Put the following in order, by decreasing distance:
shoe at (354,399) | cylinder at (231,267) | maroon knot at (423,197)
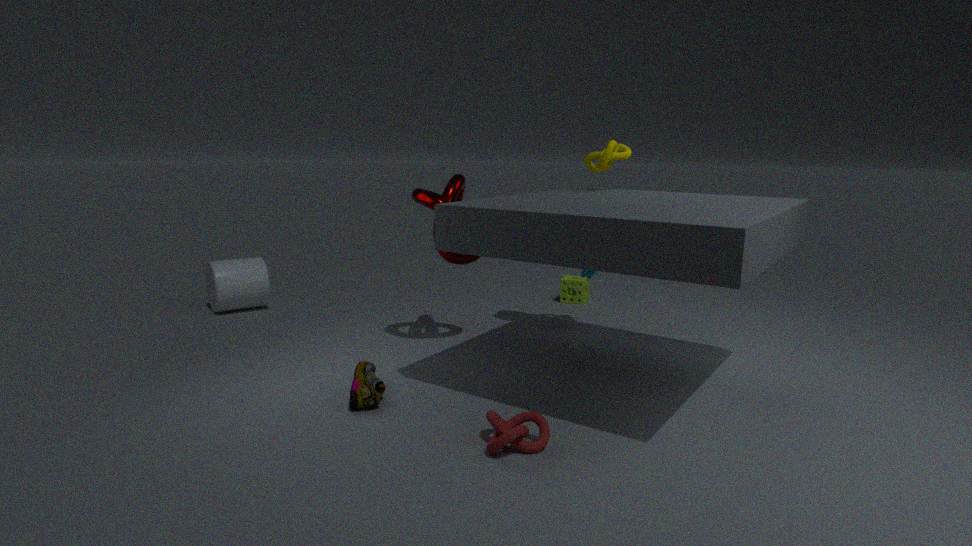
cylinder at (231,267)
maroon knot at (423,197)
shoe at (354,399)
